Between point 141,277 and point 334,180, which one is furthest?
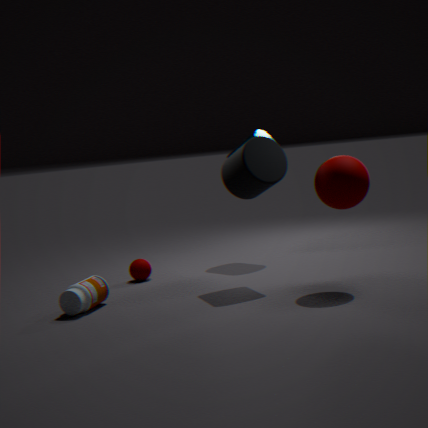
point 141,277
